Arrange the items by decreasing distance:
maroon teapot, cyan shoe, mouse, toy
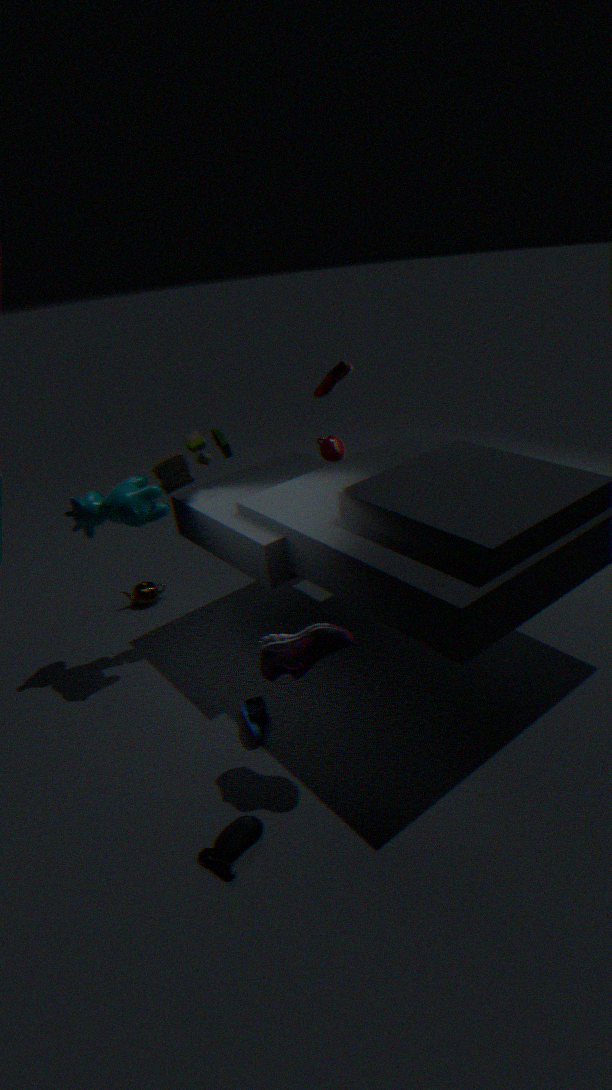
1. maroon teapot
2. toy
3. cyan shoe
4. mouse
